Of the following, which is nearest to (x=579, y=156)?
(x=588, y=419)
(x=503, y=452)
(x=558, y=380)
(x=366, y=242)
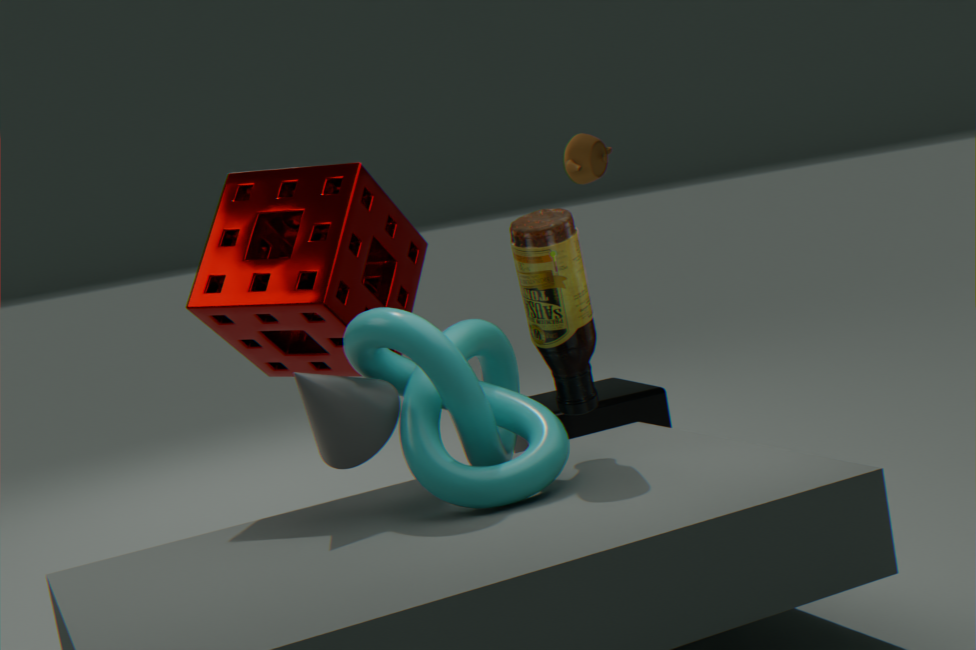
(x=588, y=419)
